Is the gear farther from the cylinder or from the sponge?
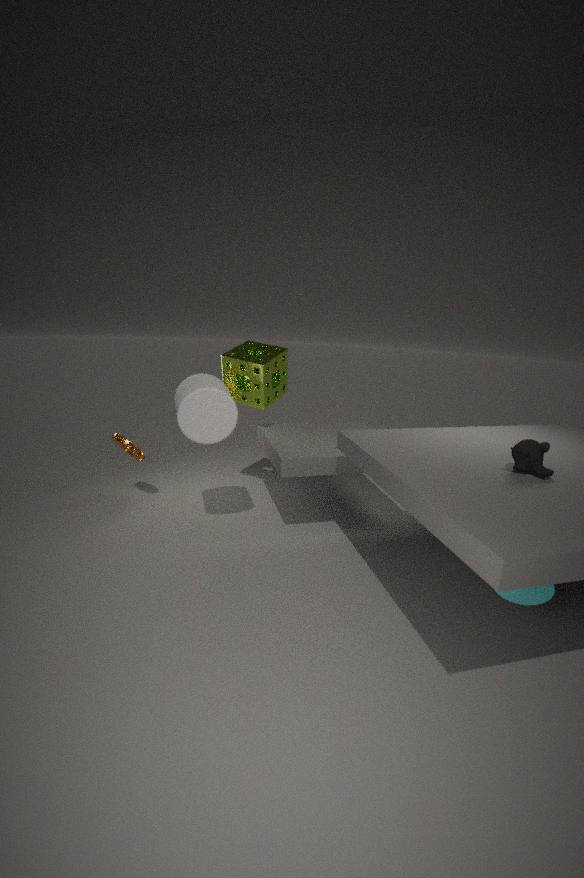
the sponge
